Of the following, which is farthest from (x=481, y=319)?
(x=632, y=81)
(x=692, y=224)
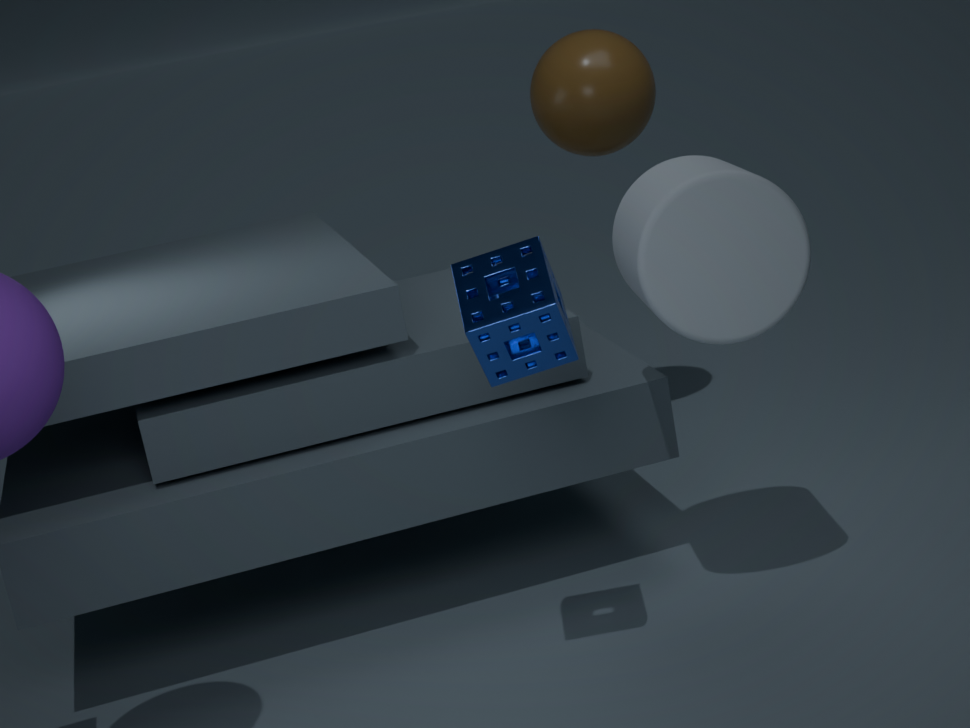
(x=632, y=81)
